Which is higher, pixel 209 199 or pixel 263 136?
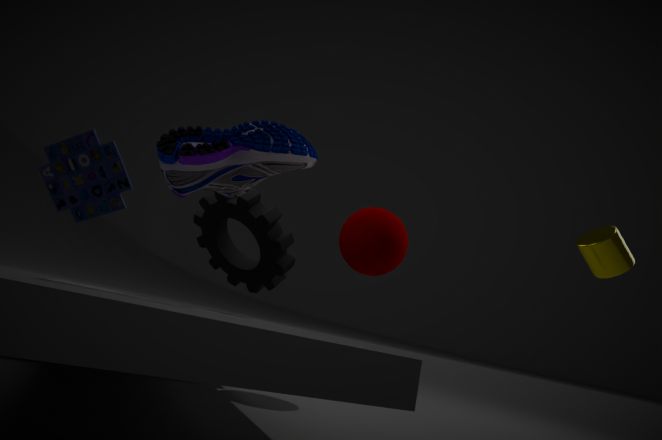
pixel 263 136
